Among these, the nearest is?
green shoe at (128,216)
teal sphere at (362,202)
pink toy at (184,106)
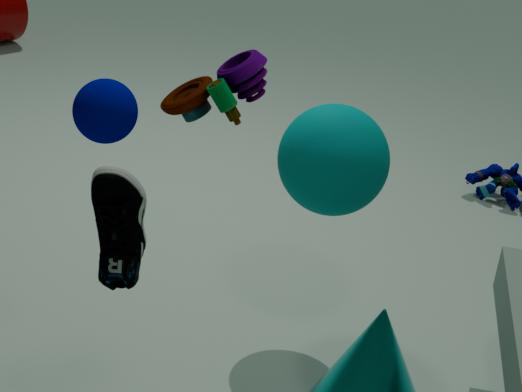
green shoe at (128,216)
